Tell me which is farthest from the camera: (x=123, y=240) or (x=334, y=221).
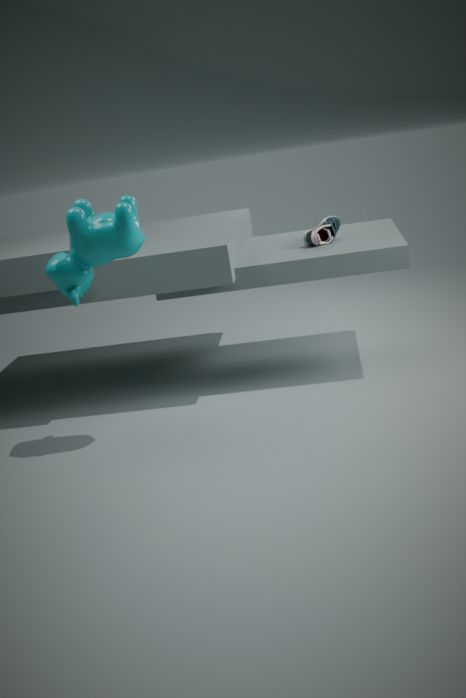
(x=334, y=221)
